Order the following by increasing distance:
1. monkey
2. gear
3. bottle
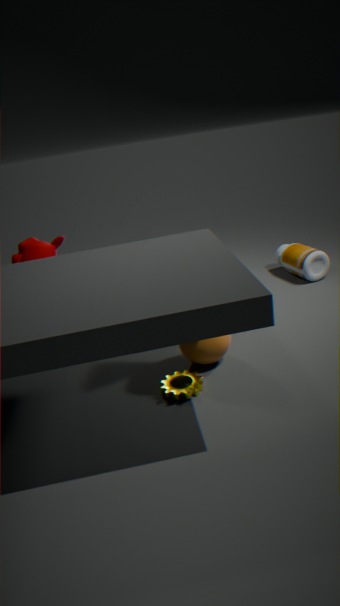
gear, monkey, bottle
